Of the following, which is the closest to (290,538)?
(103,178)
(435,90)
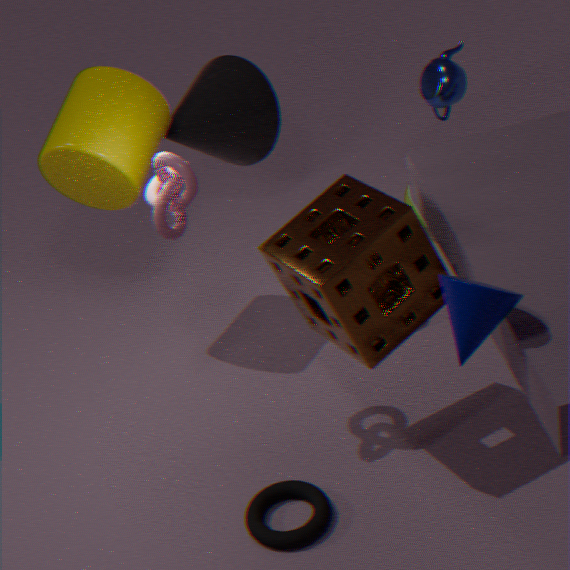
(103,178)
